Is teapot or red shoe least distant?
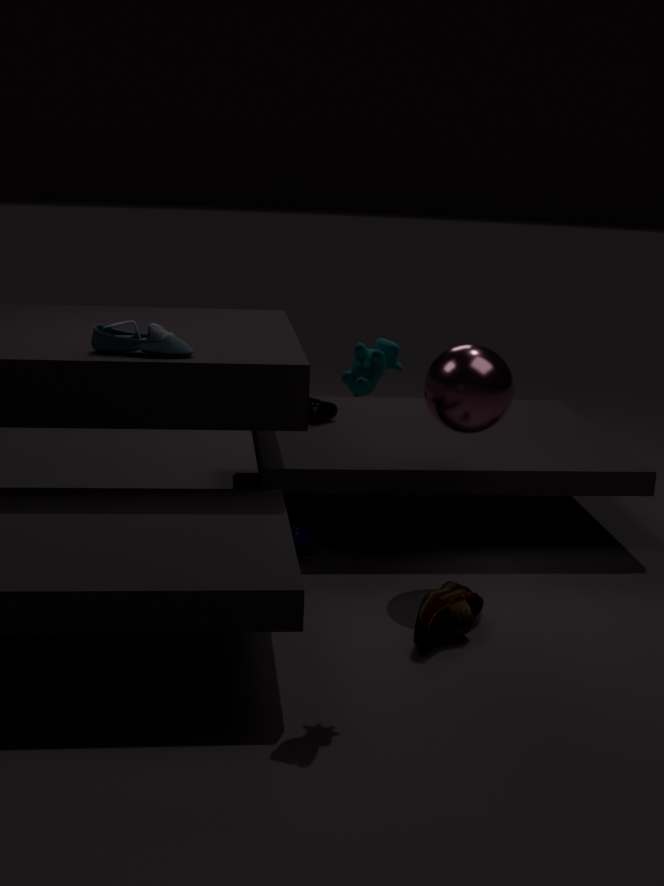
red shoe
